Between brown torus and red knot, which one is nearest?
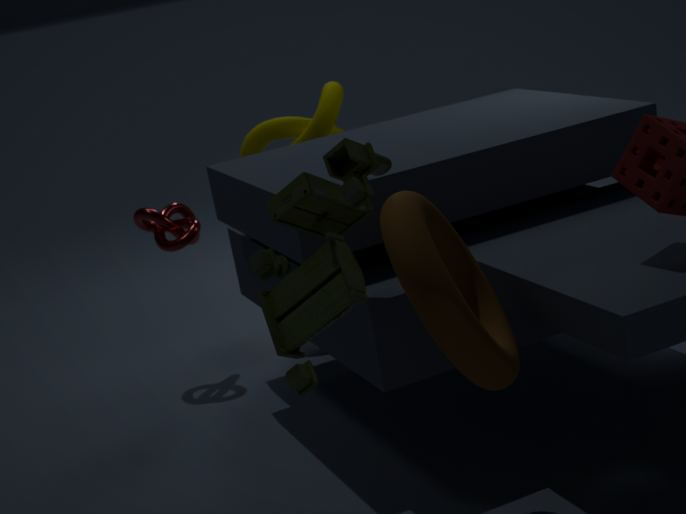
brown torus
